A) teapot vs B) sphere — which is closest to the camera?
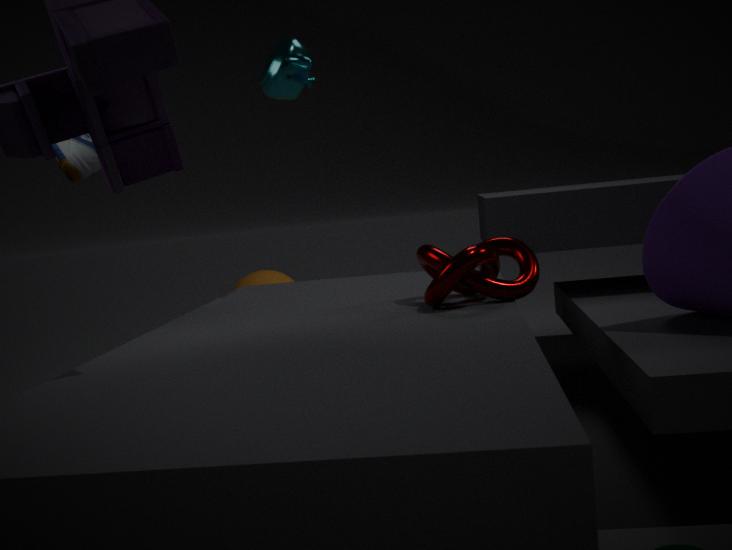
A. teapot
